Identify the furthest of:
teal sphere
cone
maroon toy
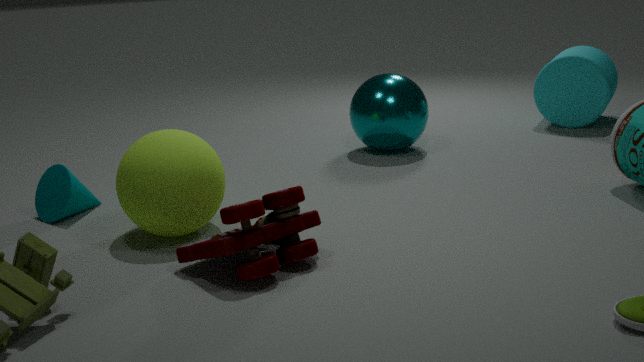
teal sphere
